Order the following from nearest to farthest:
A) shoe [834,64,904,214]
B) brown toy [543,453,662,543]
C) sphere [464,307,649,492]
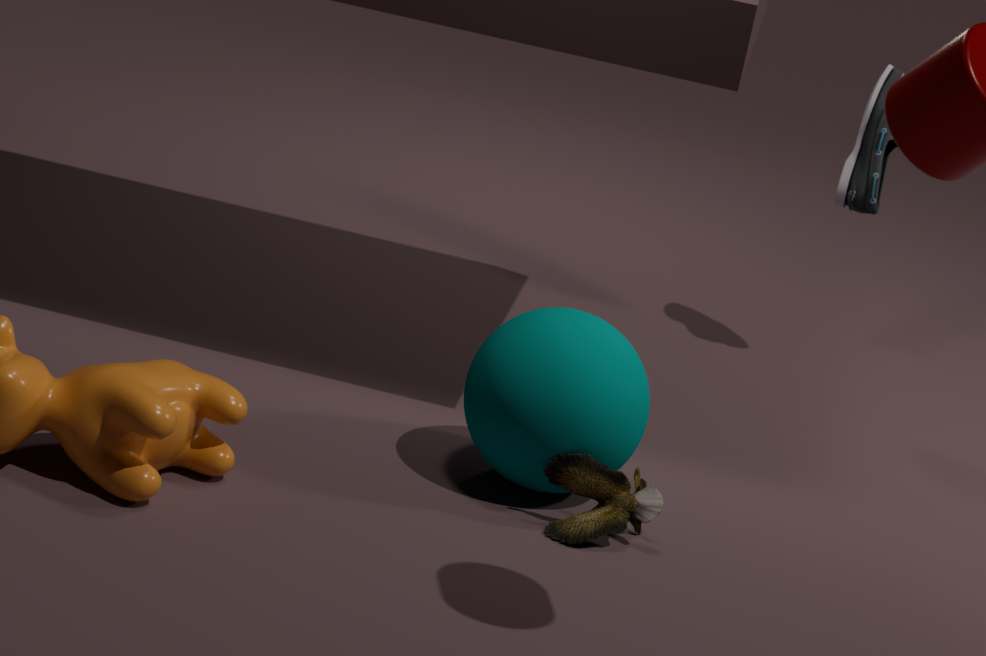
brown toy [543,453,662,543] < sphere [464,307,649,492] < shoe [834,64,904,214]
